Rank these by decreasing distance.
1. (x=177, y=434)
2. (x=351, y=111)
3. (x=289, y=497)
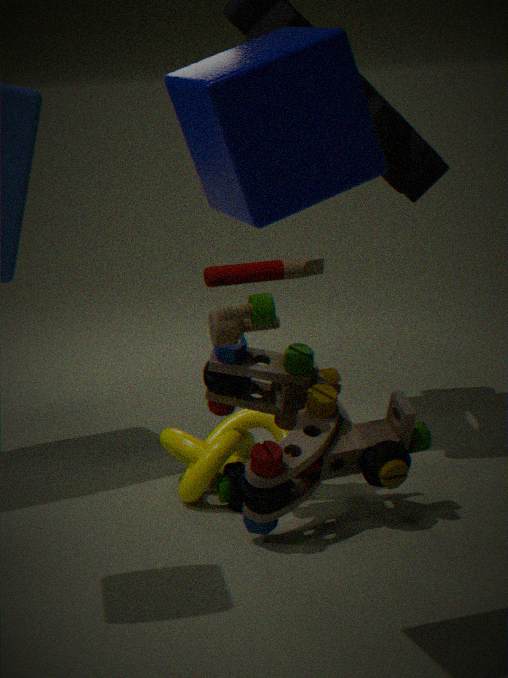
(x=177, y=434), (x=289, y=497), (x=351, y=111)
